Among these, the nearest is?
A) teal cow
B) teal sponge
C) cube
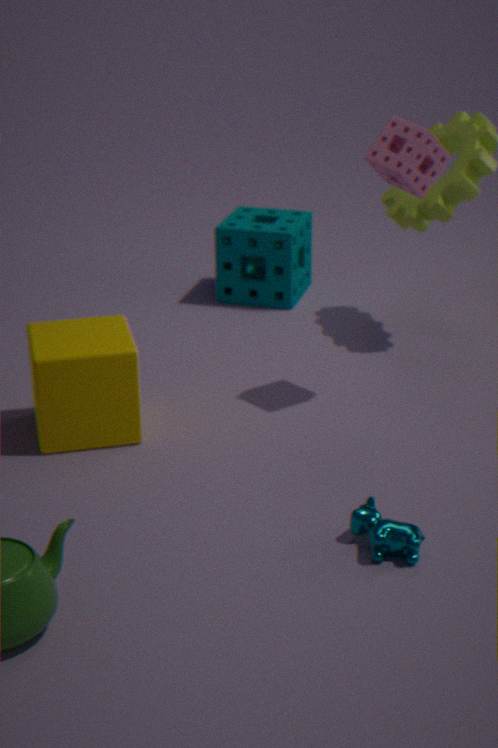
teal cow
